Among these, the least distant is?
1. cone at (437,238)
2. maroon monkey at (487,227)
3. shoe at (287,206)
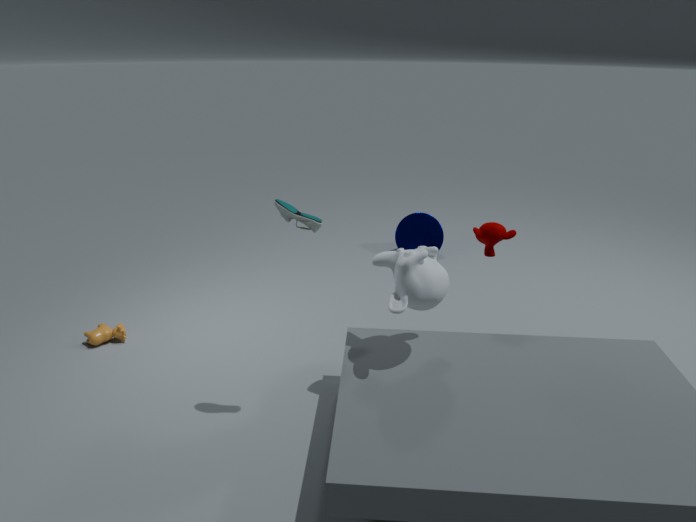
shoe at (287,206)
